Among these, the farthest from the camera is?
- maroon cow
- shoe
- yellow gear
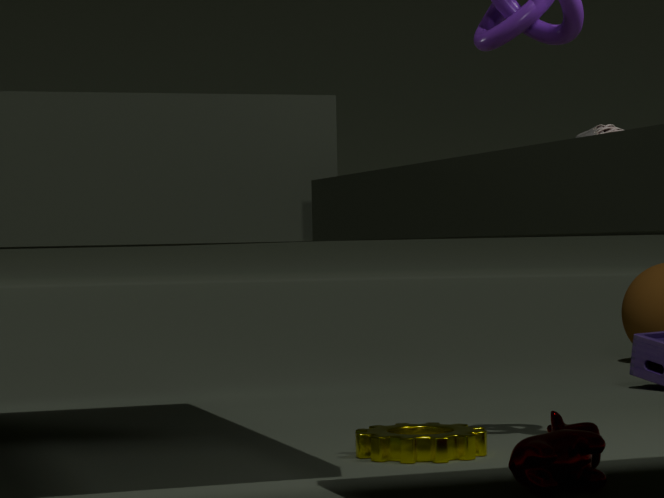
yellow gear
